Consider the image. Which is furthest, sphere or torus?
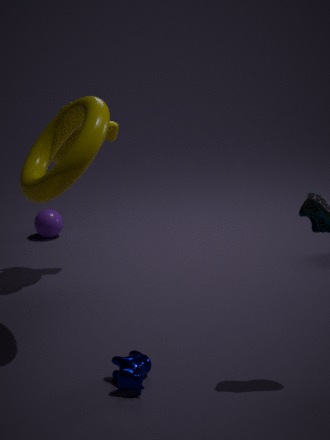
sphere
